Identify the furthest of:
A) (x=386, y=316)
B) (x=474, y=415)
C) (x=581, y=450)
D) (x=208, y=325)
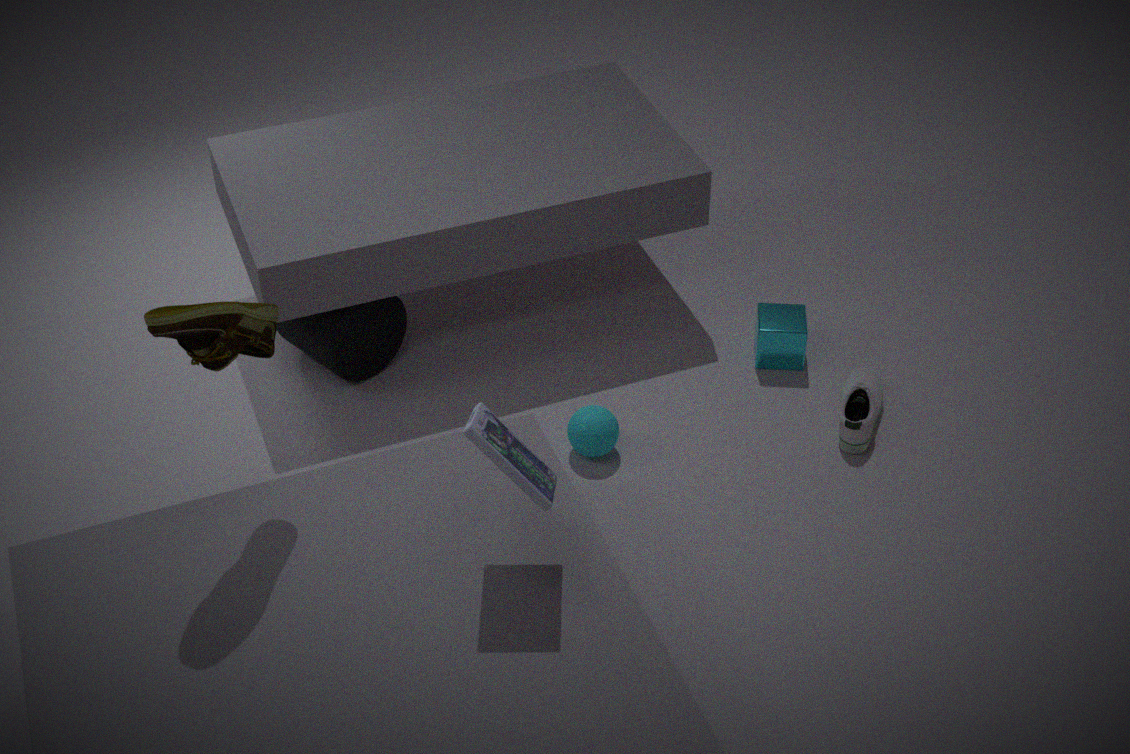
(x=386, y=316)
